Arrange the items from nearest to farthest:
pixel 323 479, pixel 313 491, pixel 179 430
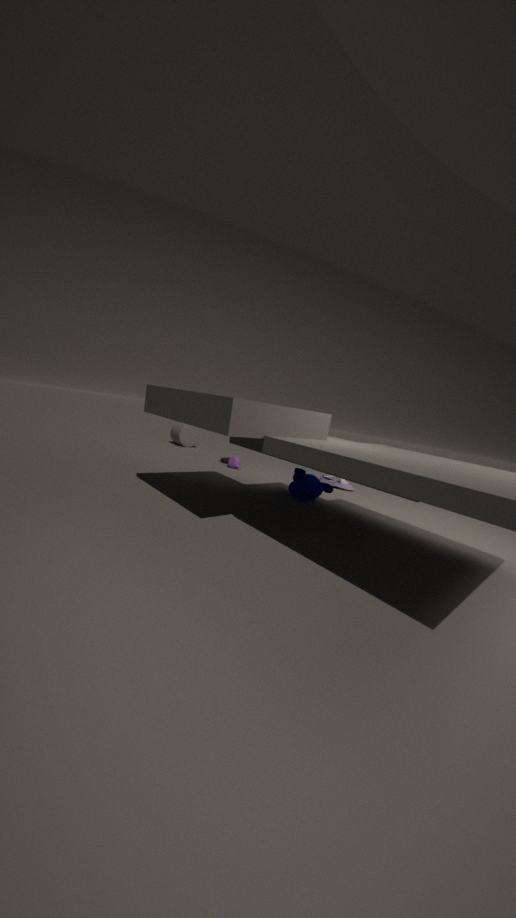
pixel 313 491 → pixel 323 479 → pixel 179 430
